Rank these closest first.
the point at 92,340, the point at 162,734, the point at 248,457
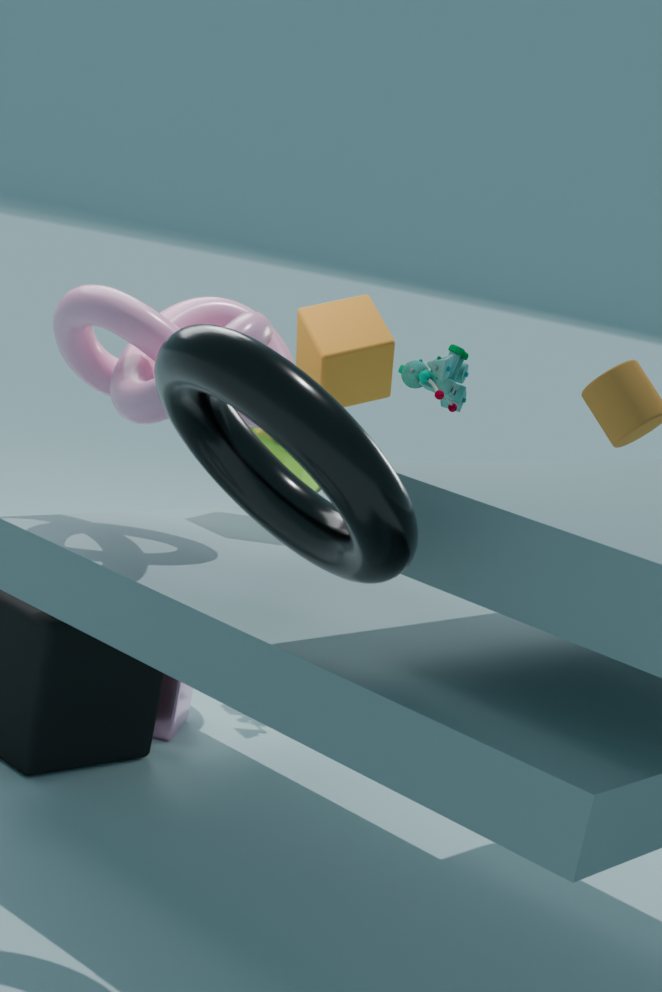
1. the point at 248,457
2. the point at 92,340
3. the point at 162,734
